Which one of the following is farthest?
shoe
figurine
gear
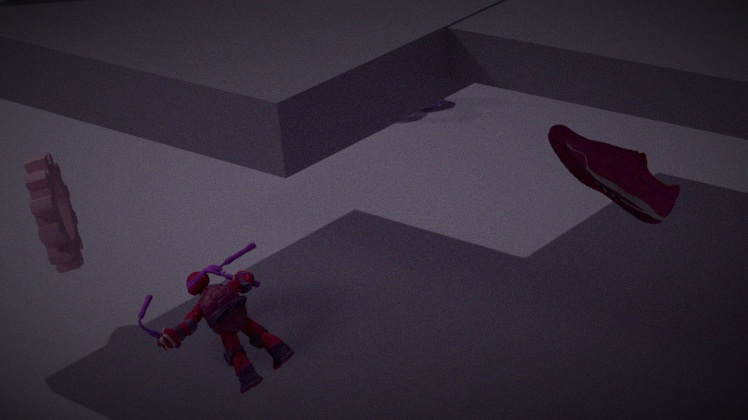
shoe
